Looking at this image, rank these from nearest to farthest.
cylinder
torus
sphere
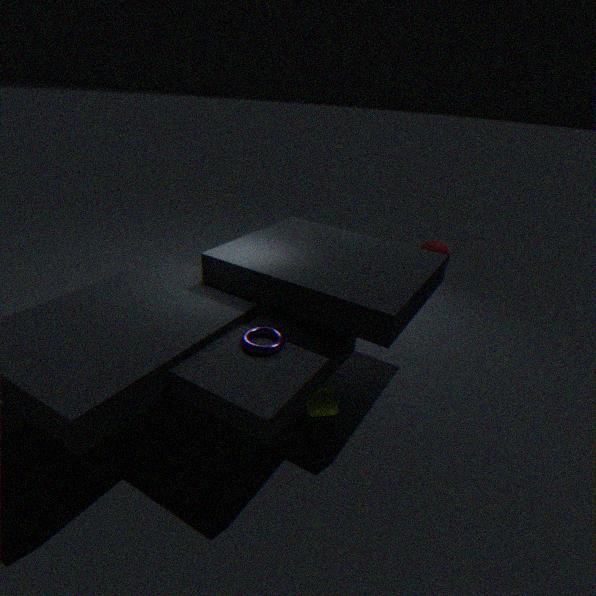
torus → cylinder → sphere
